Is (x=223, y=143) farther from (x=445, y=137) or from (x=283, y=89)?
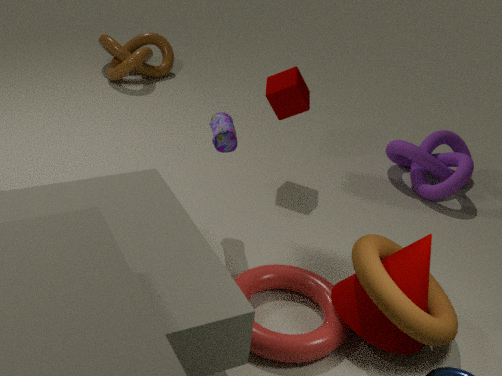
(x=445, y=137)
